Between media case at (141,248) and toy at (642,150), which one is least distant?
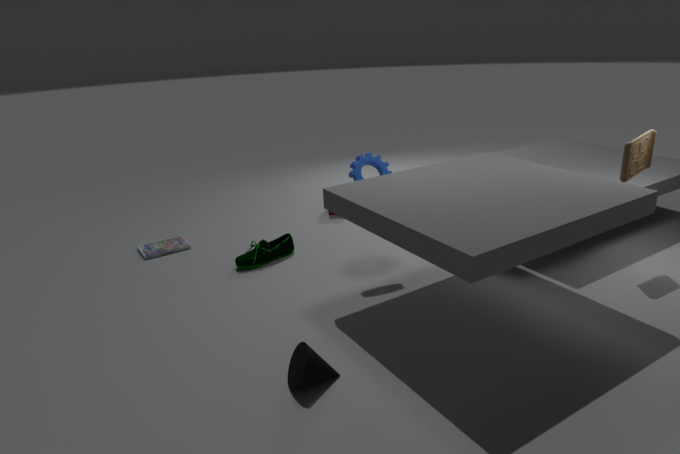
toy at (642,150)
